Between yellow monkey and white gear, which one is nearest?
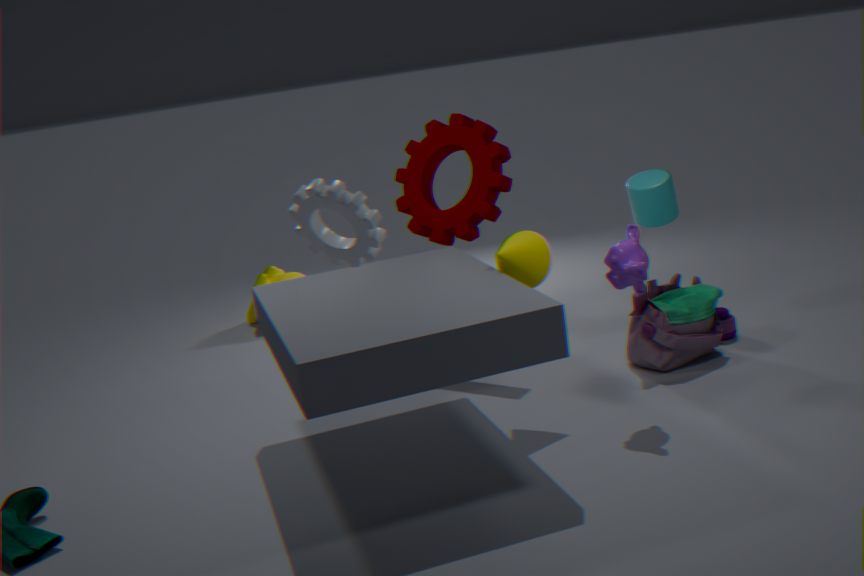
white gear
